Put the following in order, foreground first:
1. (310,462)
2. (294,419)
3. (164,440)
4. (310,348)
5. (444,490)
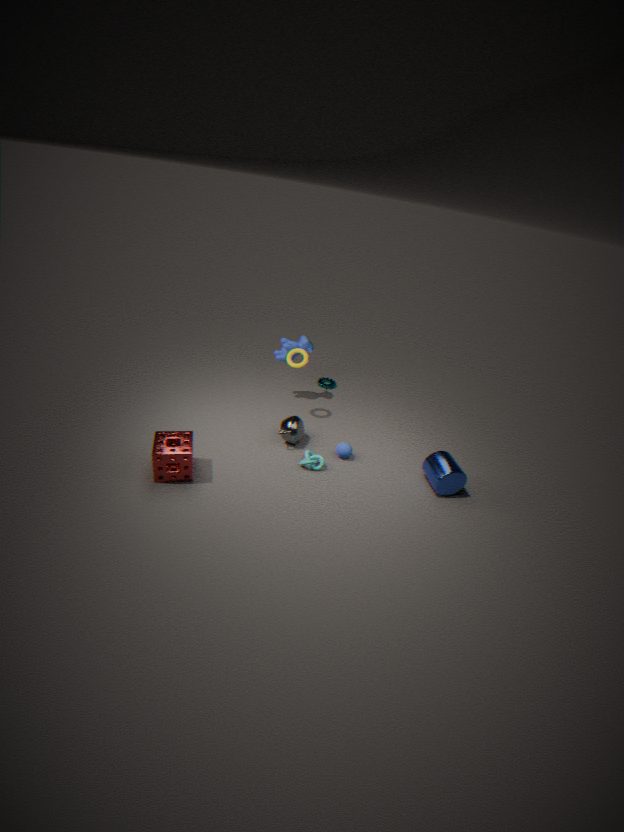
(164,440) < (444,490) < (310,462) < (294,419) < (310,348)
